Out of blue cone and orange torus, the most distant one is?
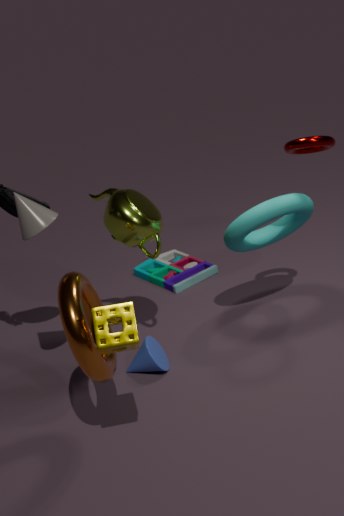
blue cone
